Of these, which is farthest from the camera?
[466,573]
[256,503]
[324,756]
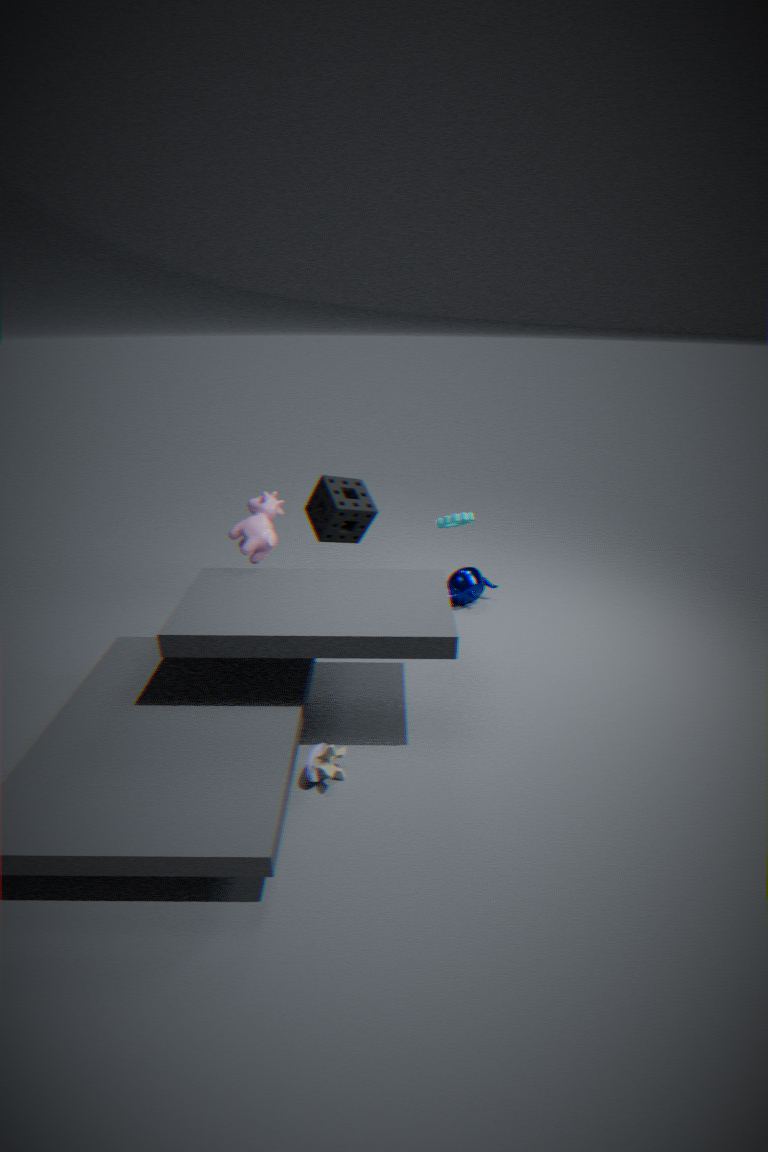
[466,573]
